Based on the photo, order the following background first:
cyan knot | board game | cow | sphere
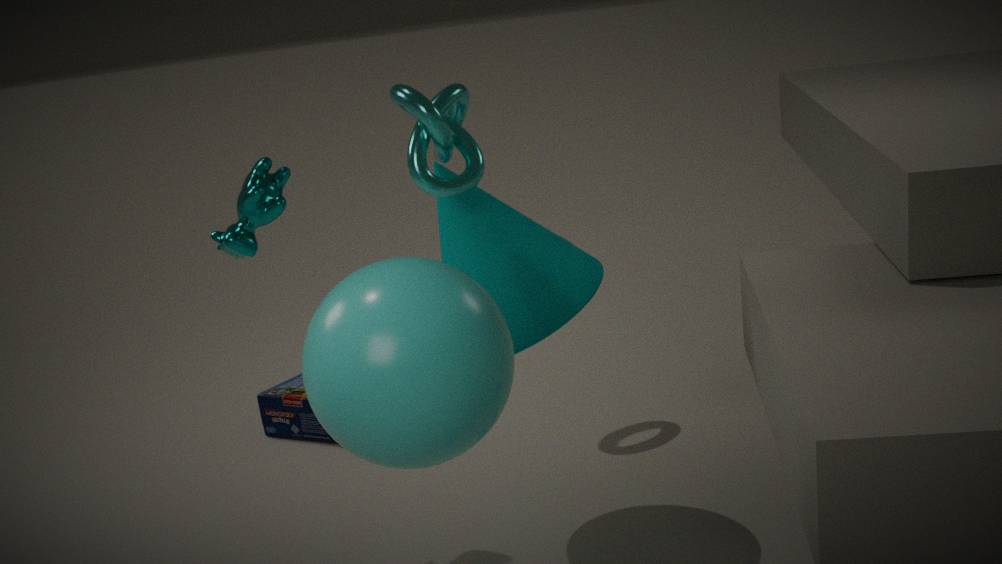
1. board game
2. cow
3. cyan knot
4. sphere
